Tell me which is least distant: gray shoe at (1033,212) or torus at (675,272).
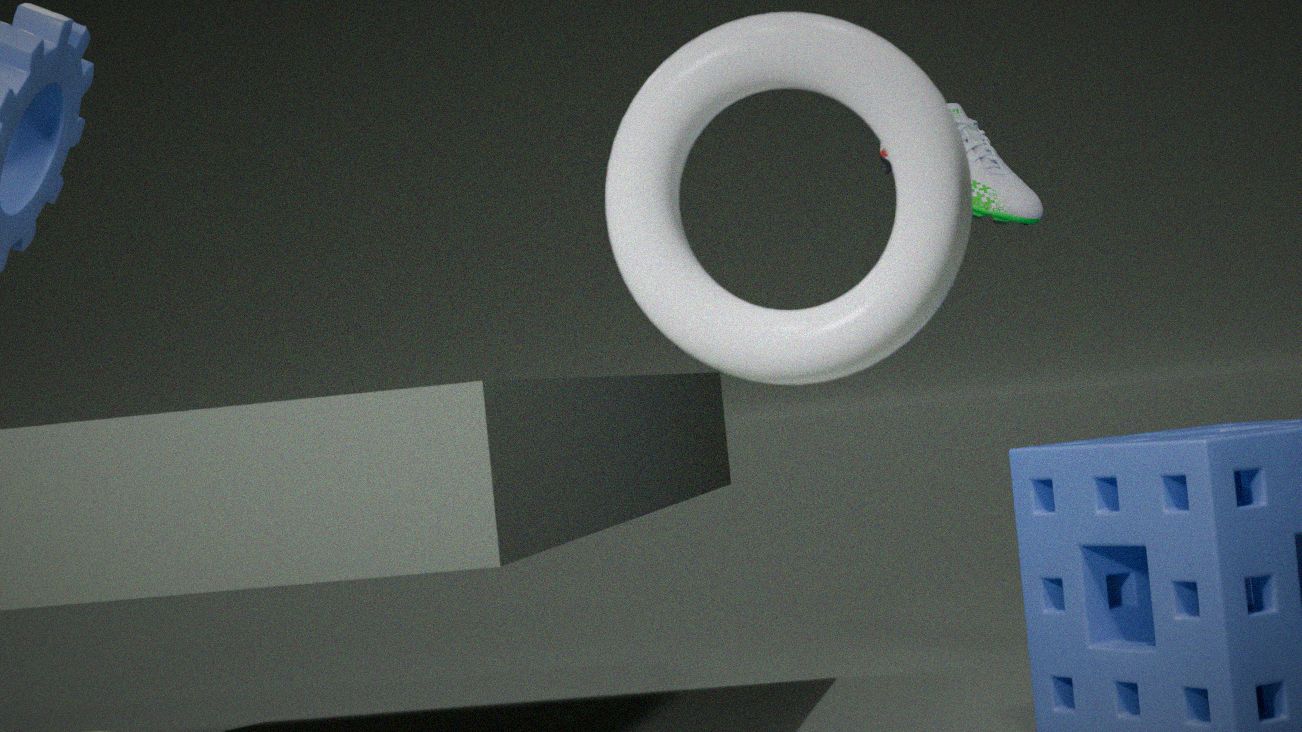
torus at (675,272)
